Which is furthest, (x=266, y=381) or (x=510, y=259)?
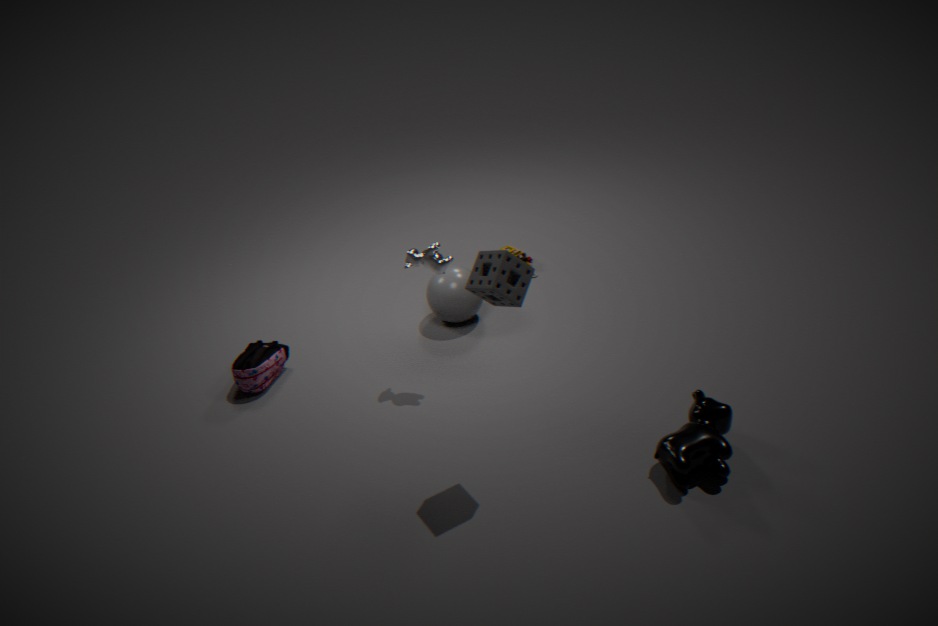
(x=266, y=381)
